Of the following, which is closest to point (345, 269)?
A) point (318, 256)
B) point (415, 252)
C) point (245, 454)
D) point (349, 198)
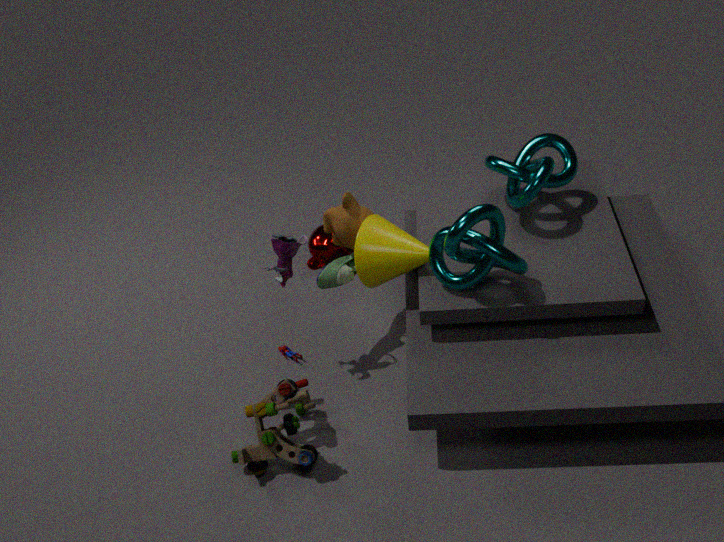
point (349, 198)
